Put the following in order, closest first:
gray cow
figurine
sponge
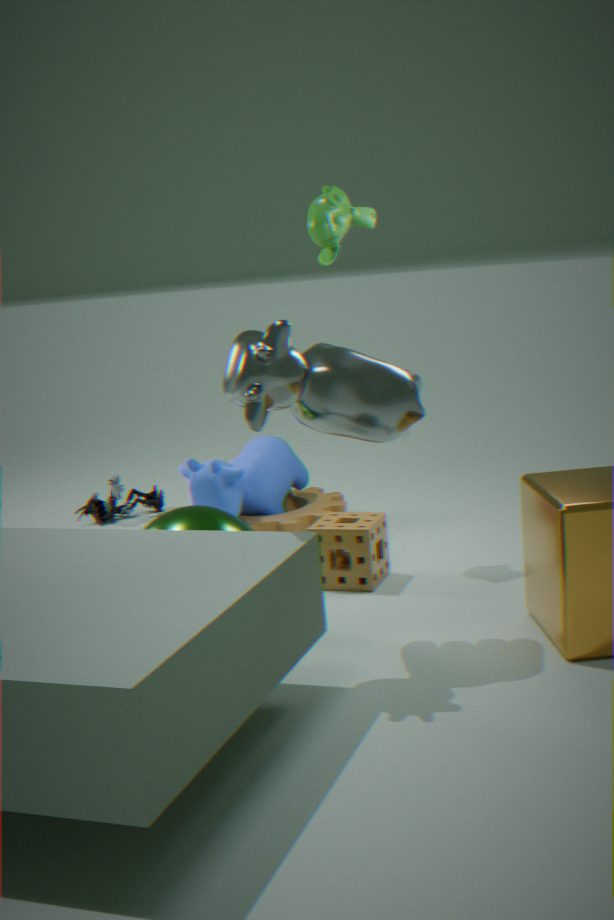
gray cow, sponge, figurine
